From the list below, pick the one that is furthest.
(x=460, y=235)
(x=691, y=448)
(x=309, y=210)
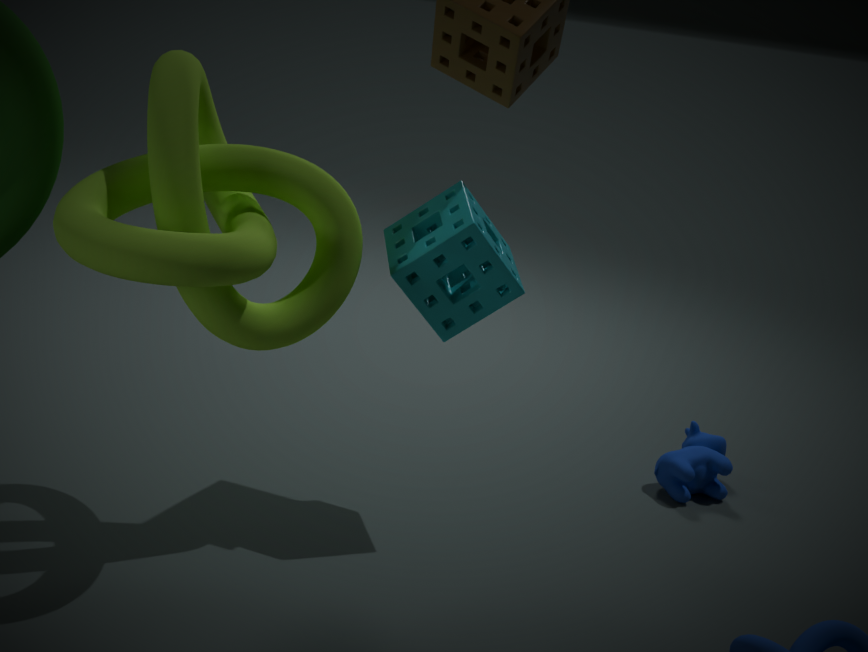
(x=691, y=448)
